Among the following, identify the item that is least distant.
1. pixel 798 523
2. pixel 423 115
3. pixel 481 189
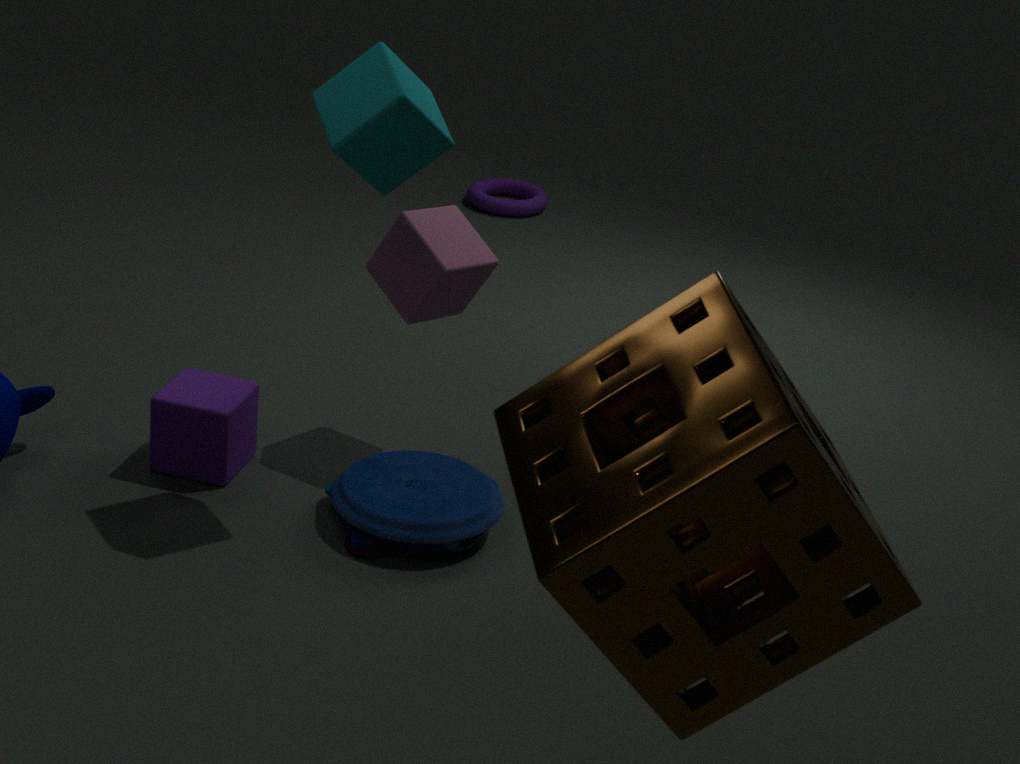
pixel 798 523
